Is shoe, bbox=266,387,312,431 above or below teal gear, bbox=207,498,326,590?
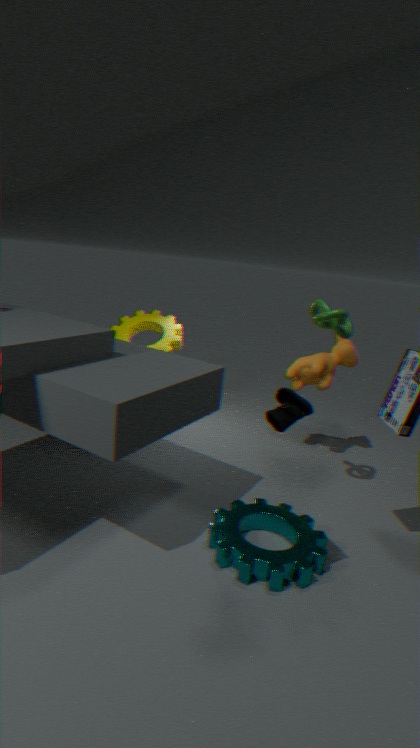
above
